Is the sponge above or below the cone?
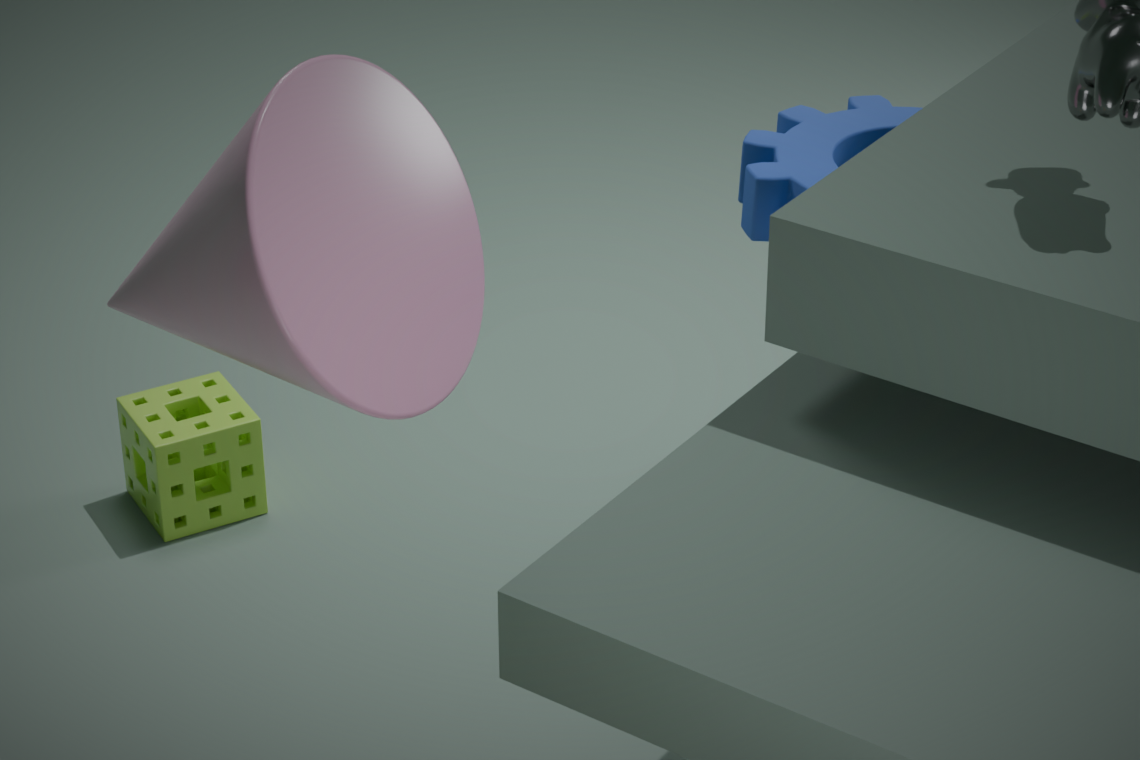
below
